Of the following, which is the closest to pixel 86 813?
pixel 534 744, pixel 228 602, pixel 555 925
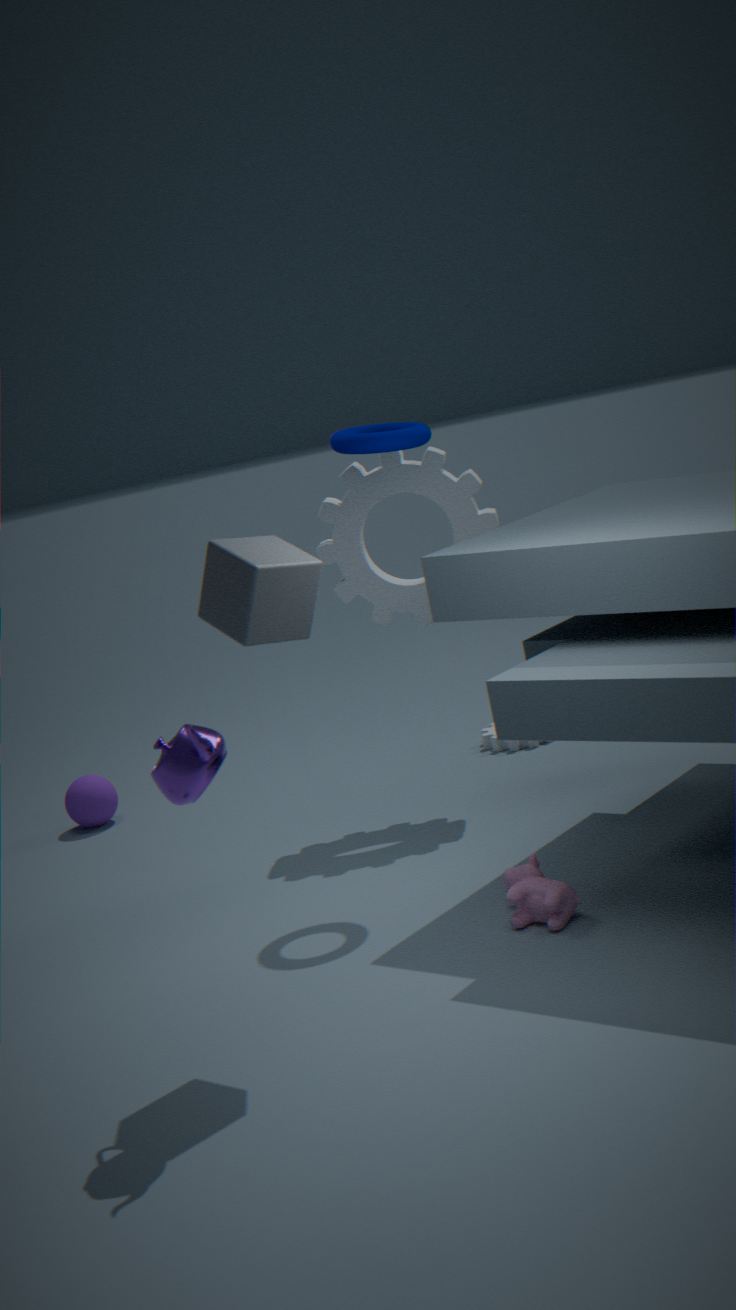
pixel 534 744
